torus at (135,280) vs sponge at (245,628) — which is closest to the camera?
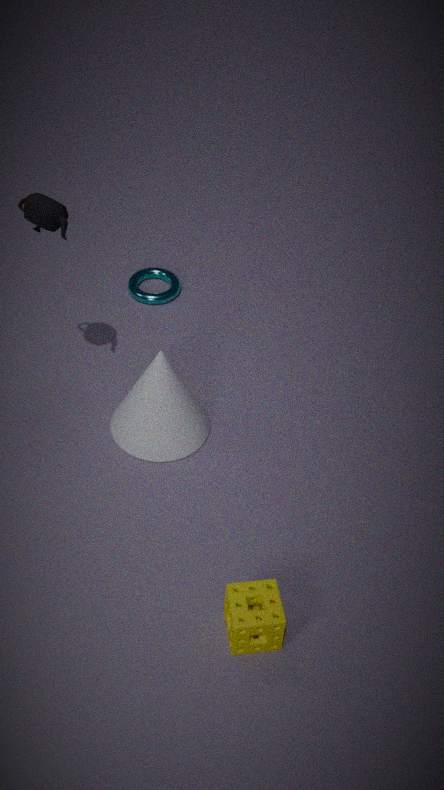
sponge at (245,628)
